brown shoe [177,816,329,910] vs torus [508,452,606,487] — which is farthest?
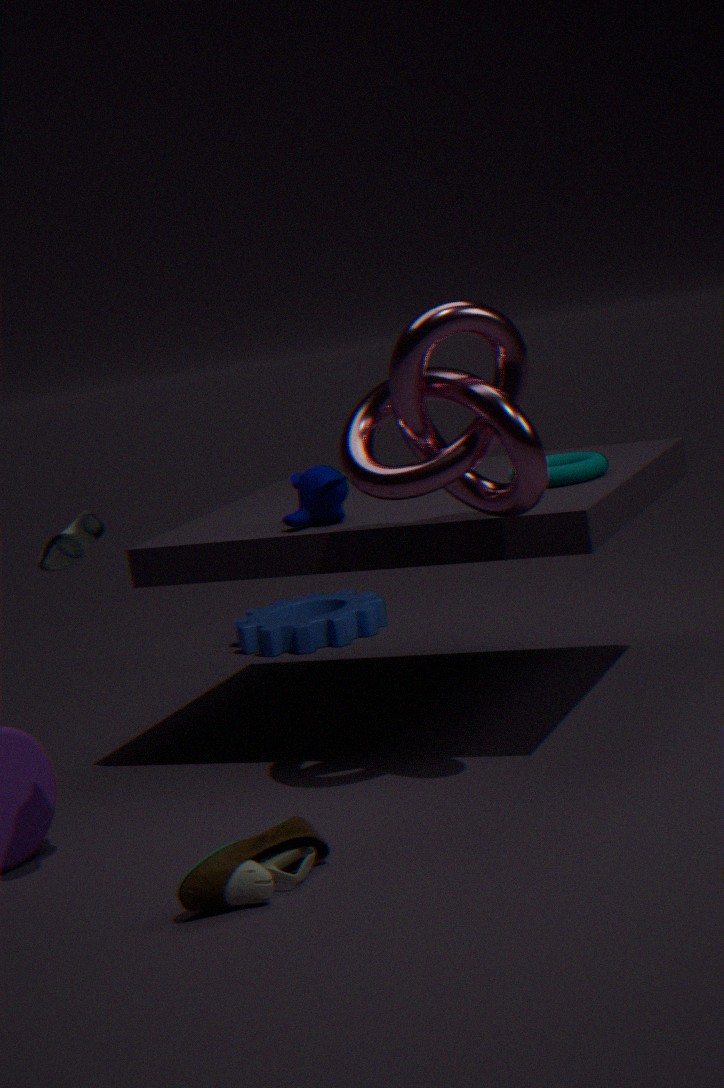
torus [508,452,606,487]
